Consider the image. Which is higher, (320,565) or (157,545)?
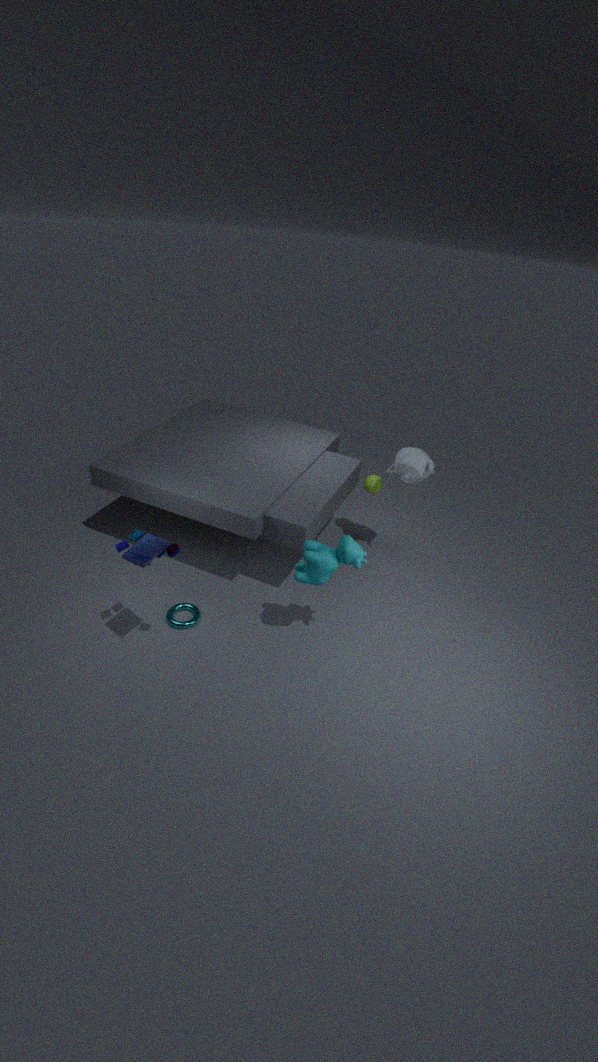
(157,545)
